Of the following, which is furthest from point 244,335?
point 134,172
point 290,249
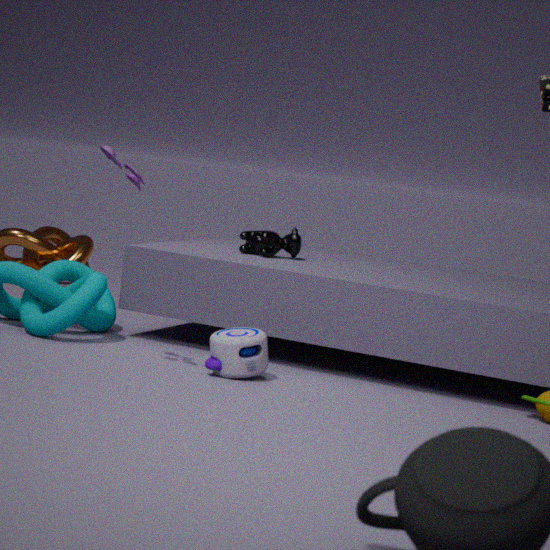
point 290,249
